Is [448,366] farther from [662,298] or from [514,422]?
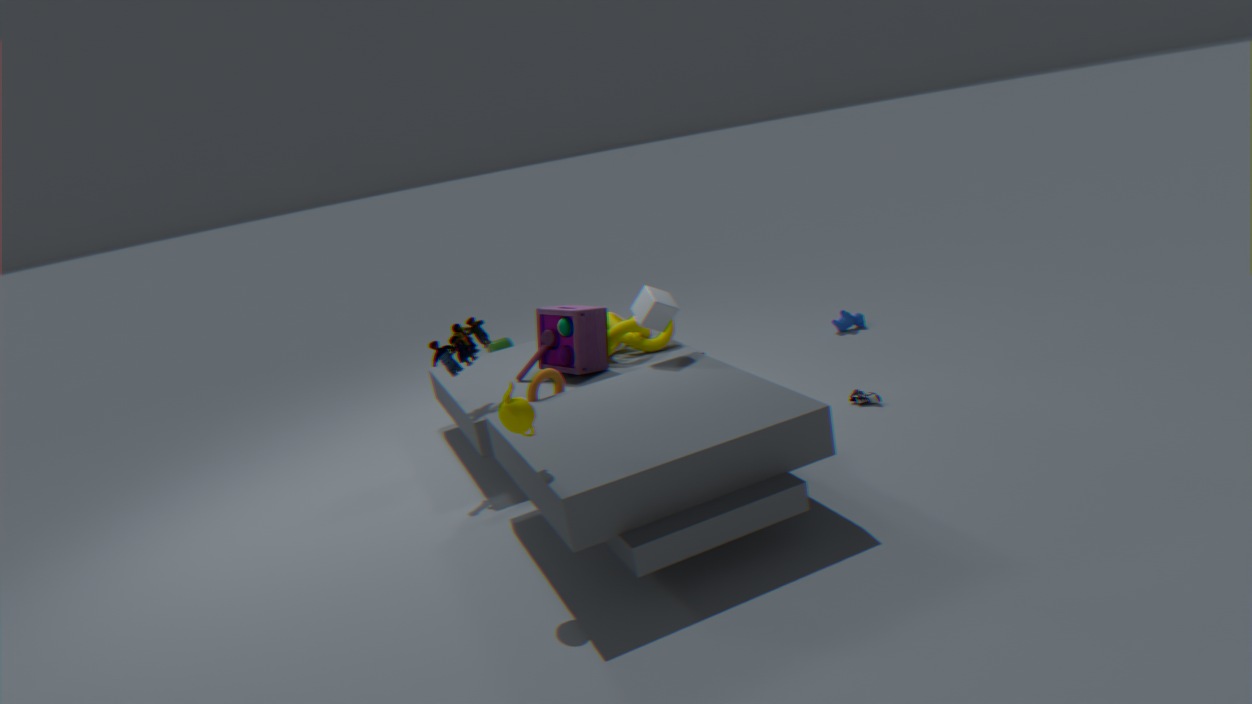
[514,422]
